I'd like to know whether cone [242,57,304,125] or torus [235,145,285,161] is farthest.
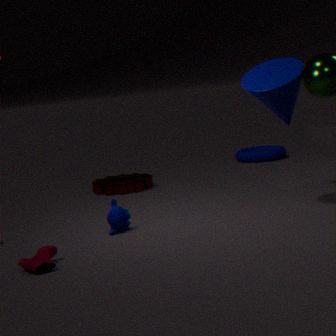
torus [235,145,285,161]
